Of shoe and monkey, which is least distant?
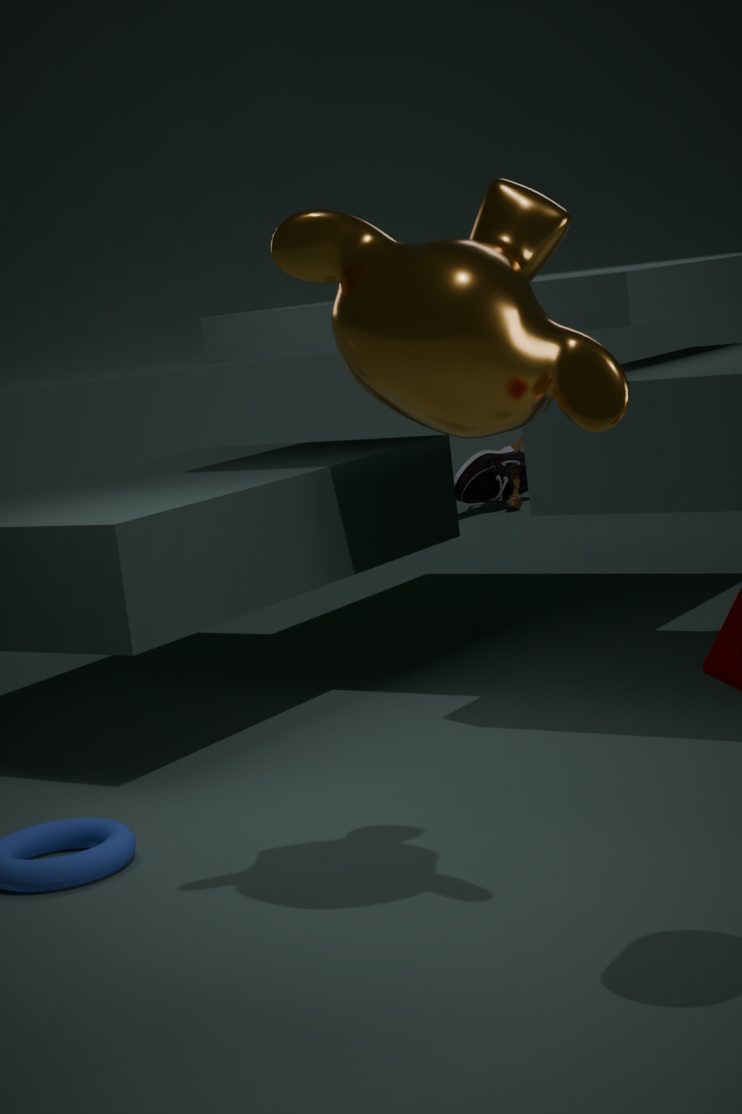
monkey
